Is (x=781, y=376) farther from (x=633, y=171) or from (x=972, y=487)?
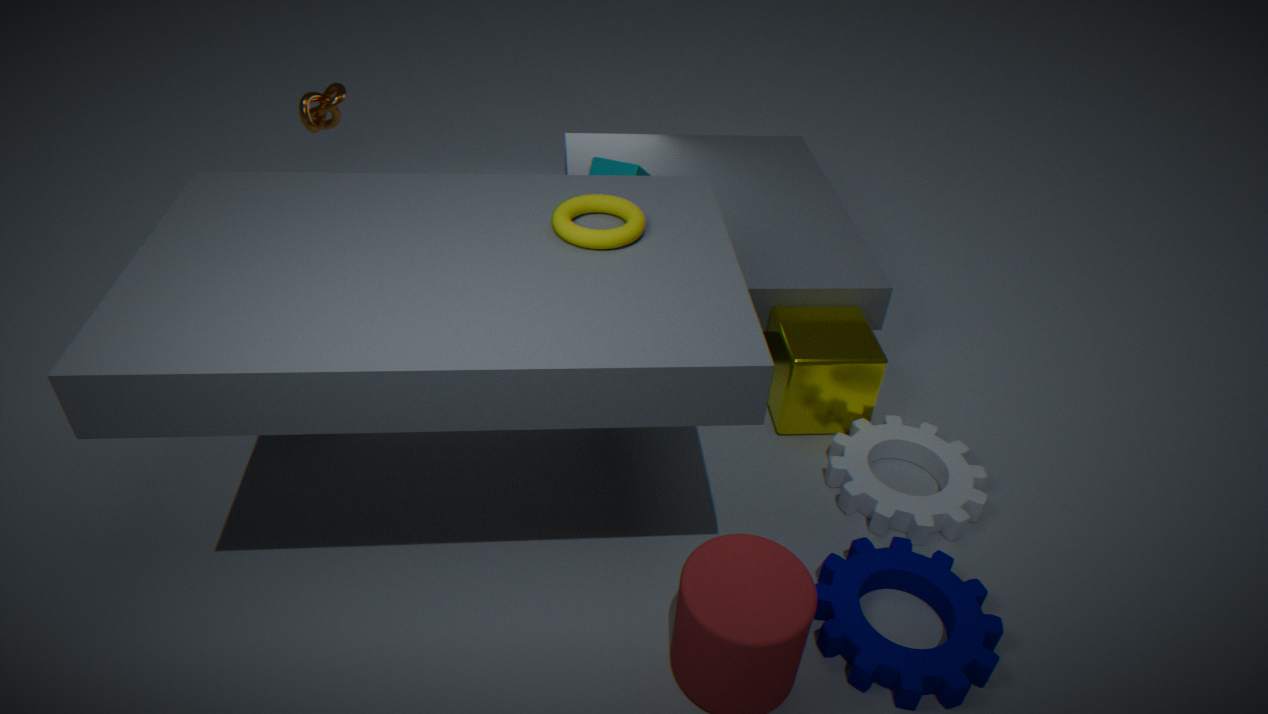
(x=633, y=171)
